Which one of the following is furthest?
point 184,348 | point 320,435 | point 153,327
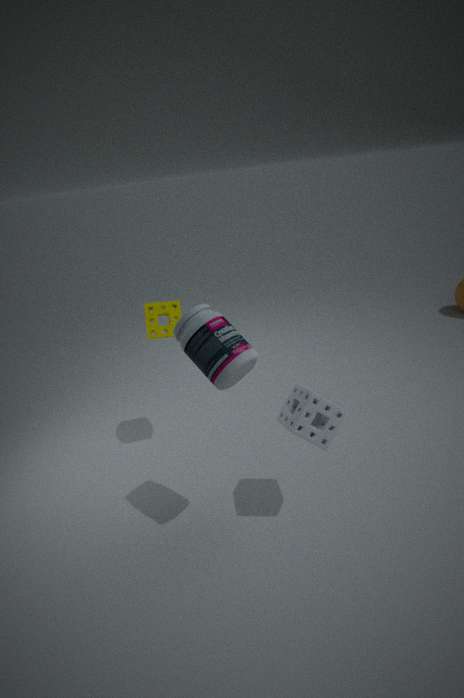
point 153,327
